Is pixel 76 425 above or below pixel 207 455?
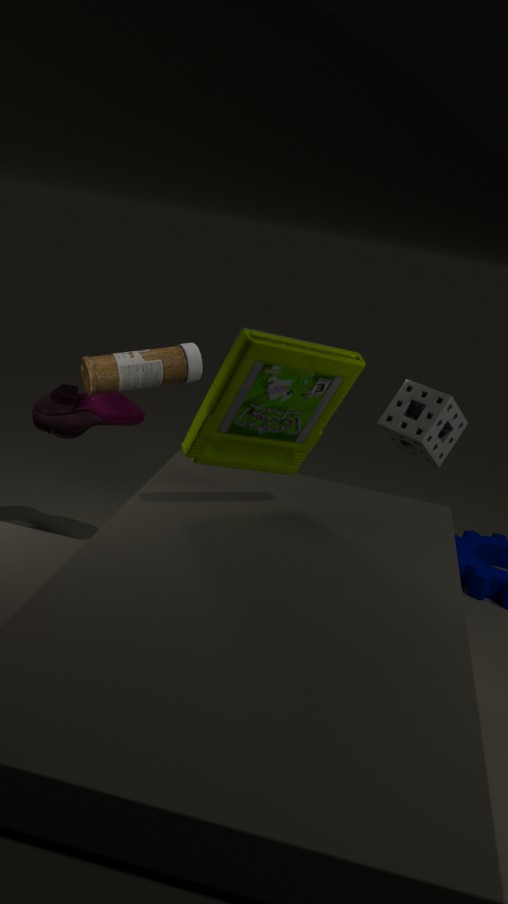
below
